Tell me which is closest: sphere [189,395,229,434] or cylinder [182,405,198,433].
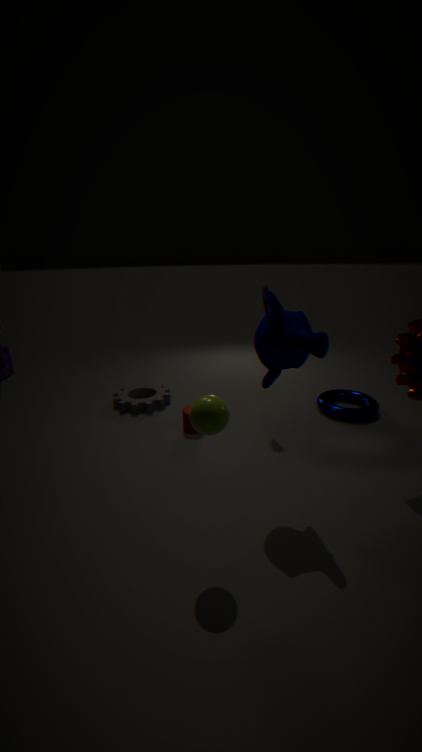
sphere [189,395,229,434]
